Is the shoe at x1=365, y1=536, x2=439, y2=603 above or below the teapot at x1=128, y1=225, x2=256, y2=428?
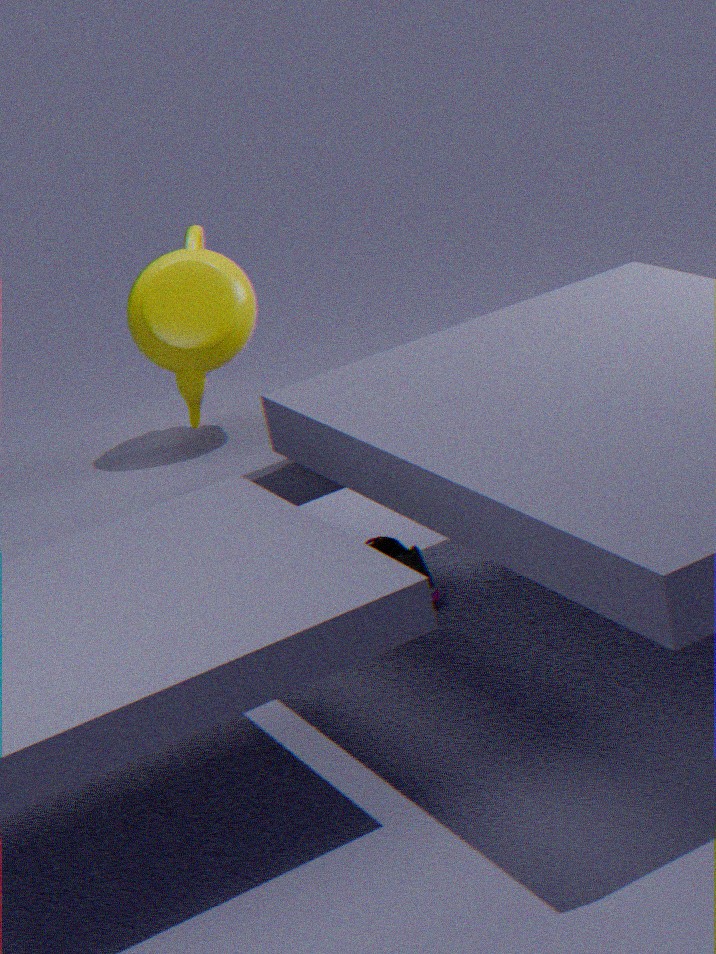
below
